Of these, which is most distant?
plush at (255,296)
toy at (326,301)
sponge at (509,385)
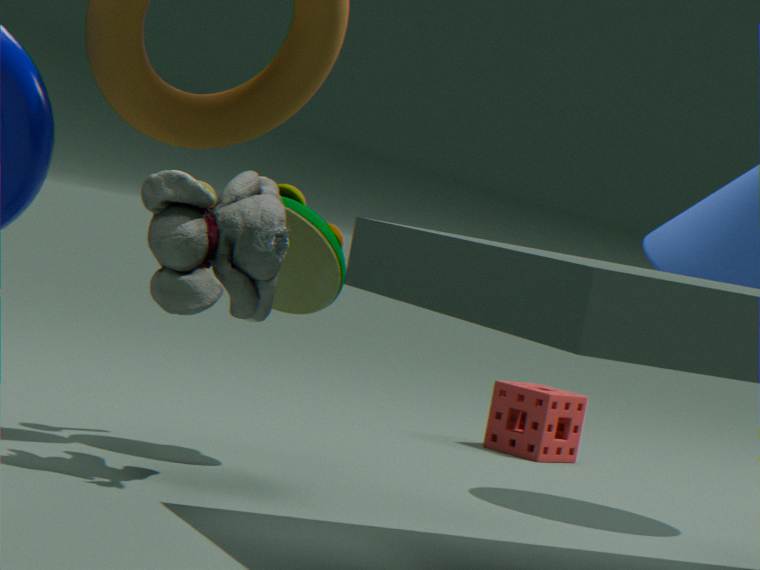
sponge at (509,385)
